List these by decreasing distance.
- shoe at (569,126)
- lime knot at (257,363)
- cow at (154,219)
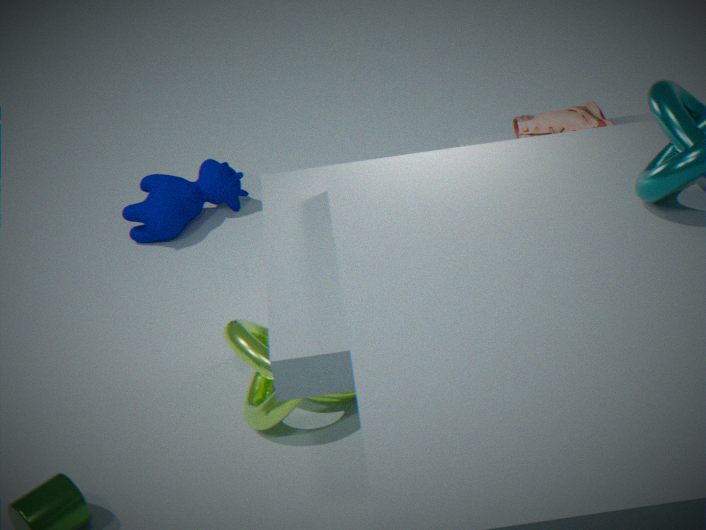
cow at (154,219) → shoe at (569,126) → lime knot at (257,363)
